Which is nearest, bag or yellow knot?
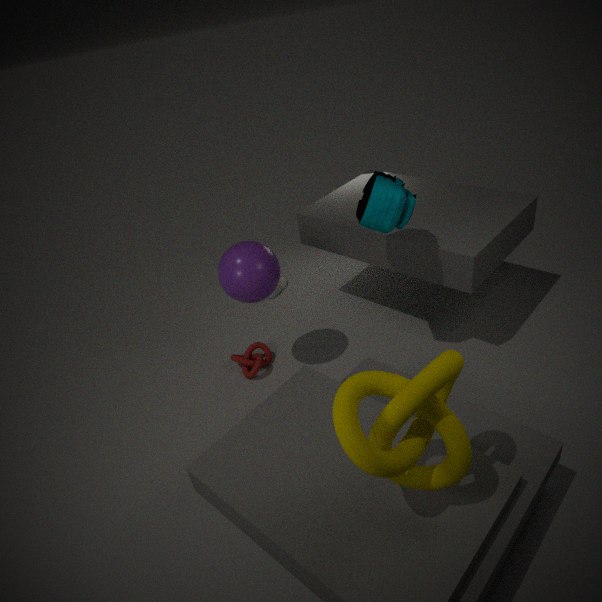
yellow knot
